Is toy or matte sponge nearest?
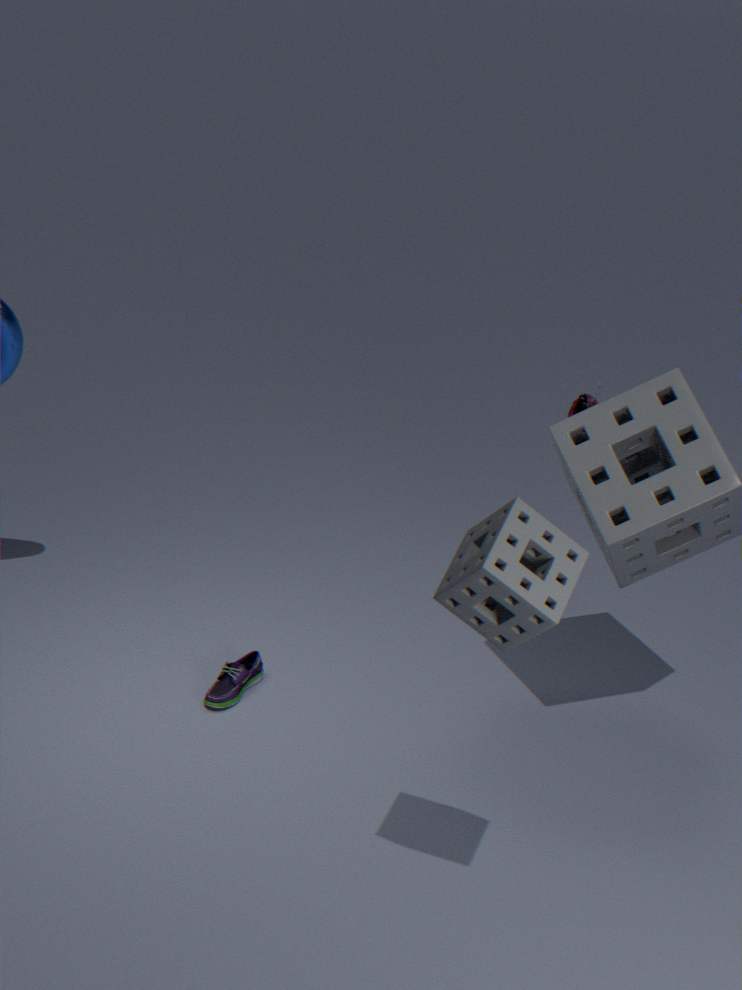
matte sponge
